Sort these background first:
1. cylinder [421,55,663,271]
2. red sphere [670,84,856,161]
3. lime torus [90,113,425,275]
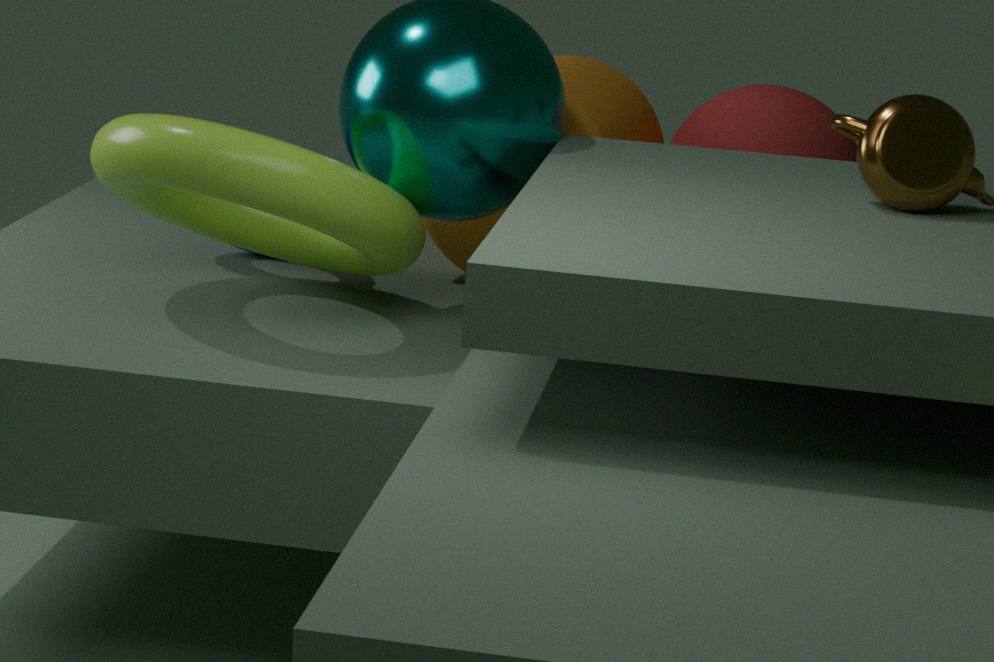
red sphere [670,84,856,161] → cylinder [421,55,663,271] → lime torus [90,113,425,275]
